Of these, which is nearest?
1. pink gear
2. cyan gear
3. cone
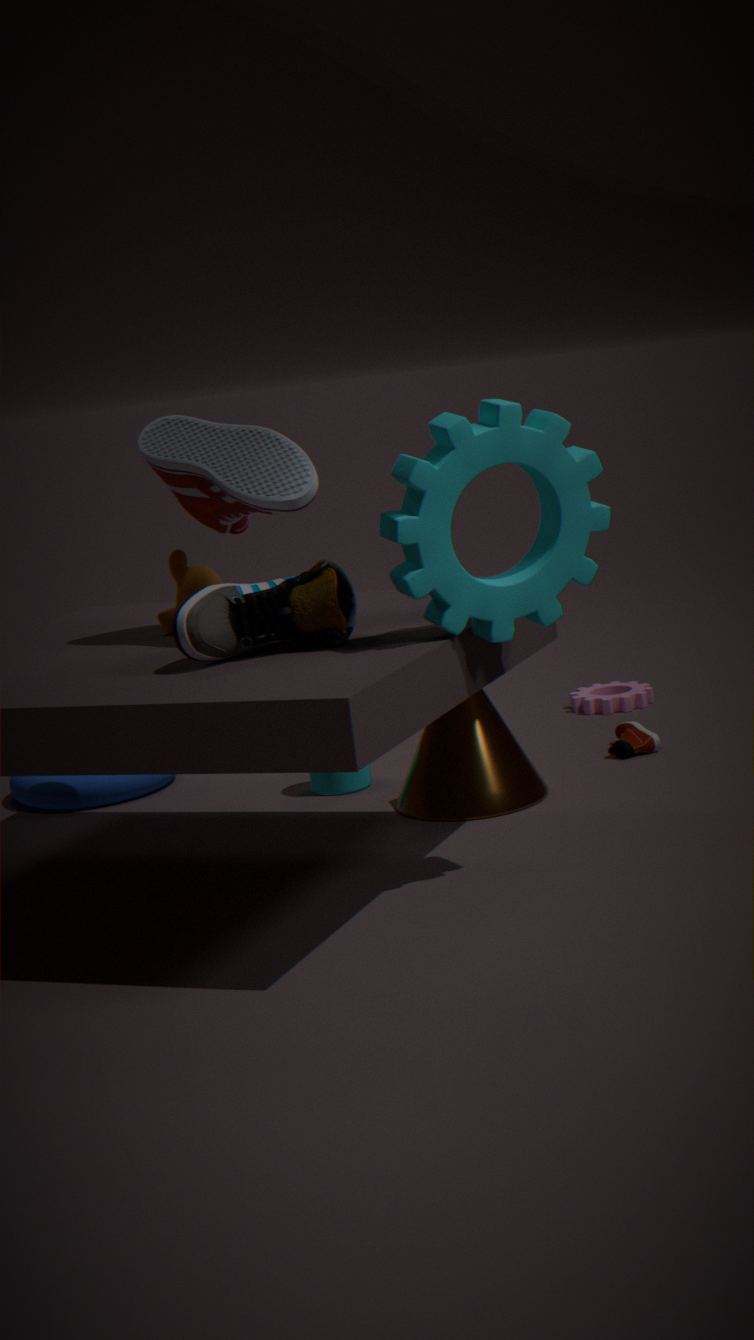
cyan gear
